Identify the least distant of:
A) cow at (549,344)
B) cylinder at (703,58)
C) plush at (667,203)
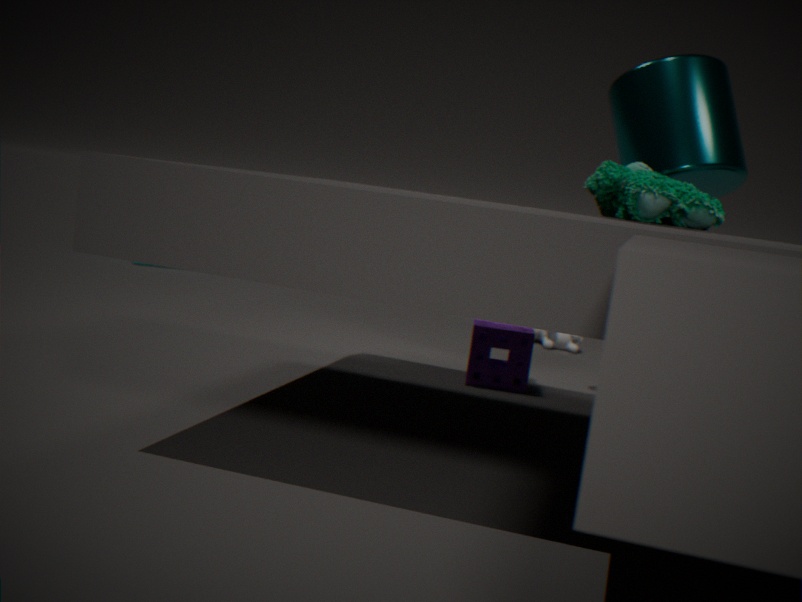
plush at (667,203)
